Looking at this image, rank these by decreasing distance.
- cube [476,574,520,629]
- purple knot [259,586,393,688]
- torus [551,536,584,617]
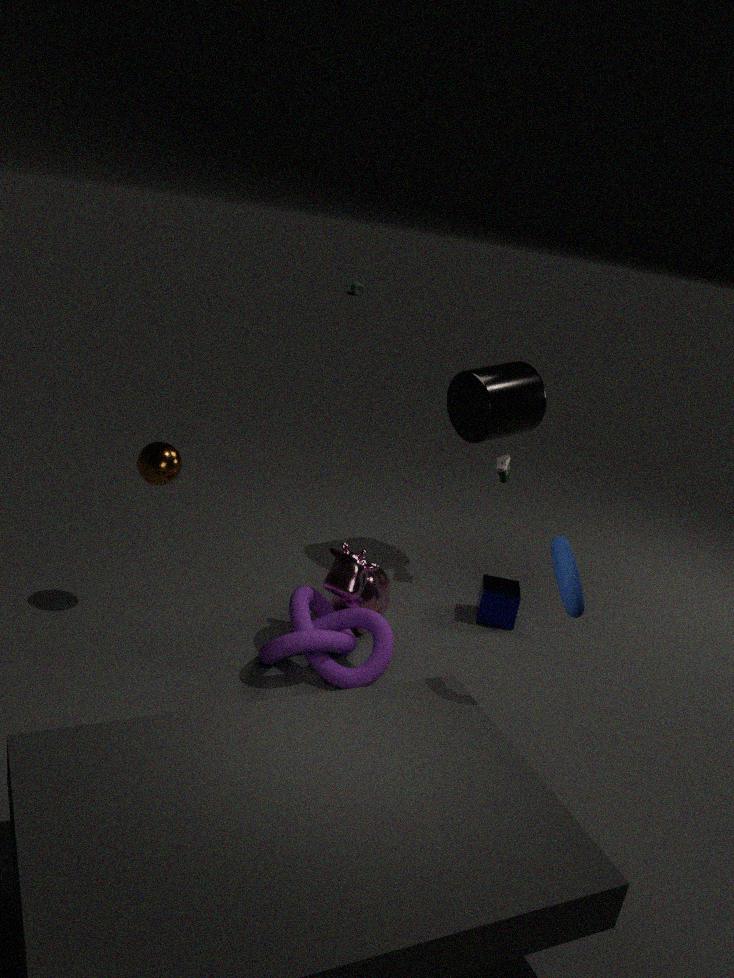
1. cube [476,574,520,629]
2. purple knot [259,586,393,688]
3. torus [551,536,584,617]
